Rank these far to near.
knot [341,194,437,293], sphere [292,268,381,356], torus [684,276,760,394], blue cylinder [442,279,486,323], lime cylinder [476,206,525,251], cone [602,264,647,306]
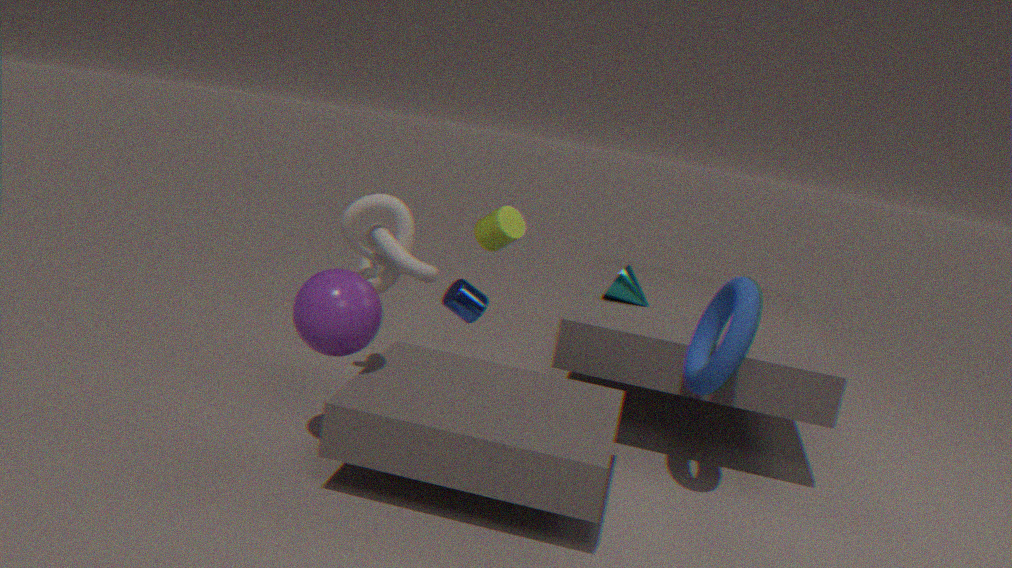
blue cylinder [442,279,486,323] → cone [602,264,647,306] → lime cylinder [476,206,525,251] → knot [341,194,437,293] → torus [684,276,760,394] → sphere [292,268,381,356]
